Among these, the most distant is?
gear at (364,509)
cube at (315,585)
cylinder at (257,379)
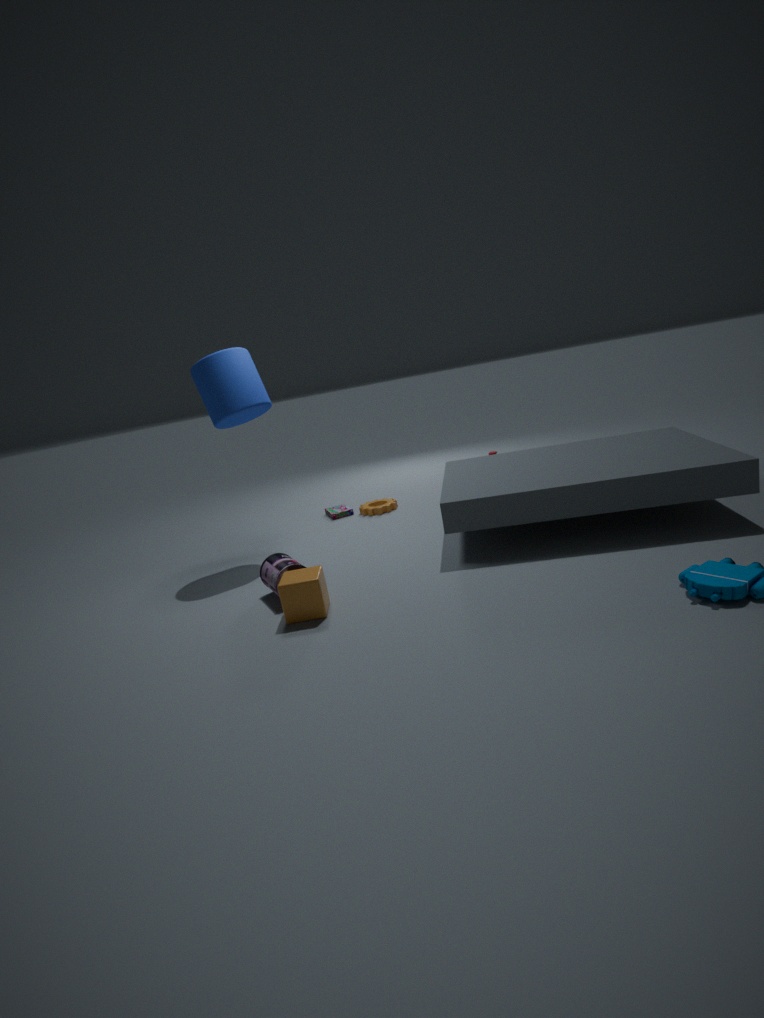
gear at (364,509)
